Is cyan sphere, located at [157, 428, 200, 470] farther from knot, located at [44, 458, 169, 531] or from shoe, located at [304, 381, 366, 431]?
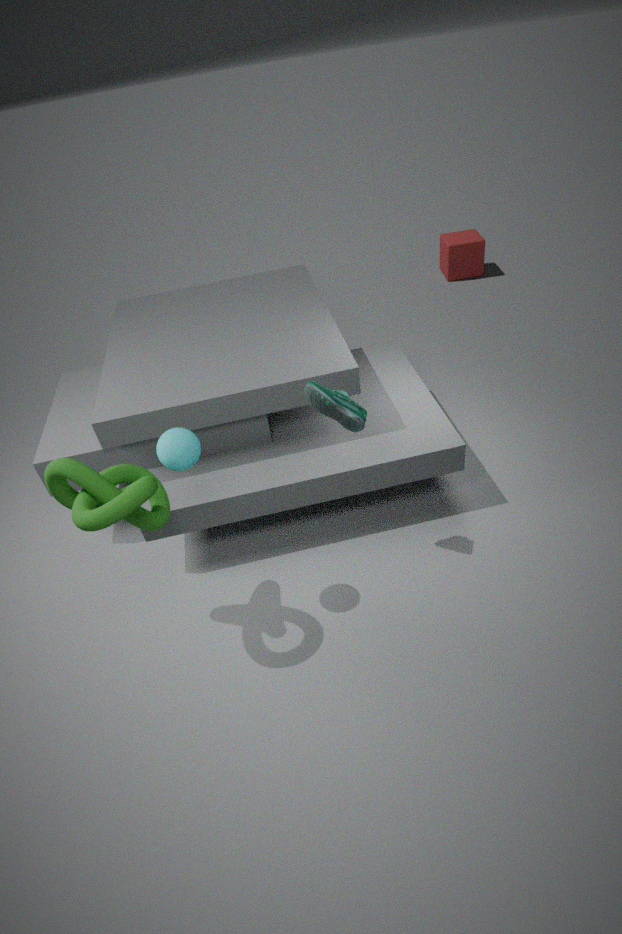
shoe, located at [304, 381, 366, 431]
